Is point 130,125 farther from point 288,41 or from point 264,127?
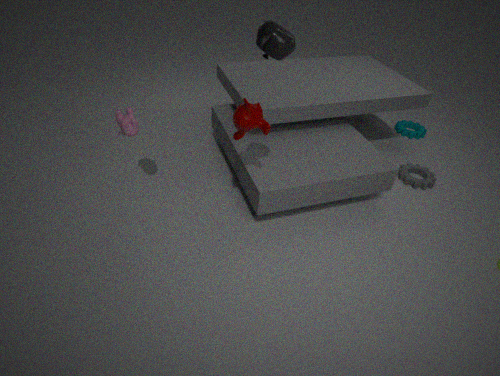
point 288,41
